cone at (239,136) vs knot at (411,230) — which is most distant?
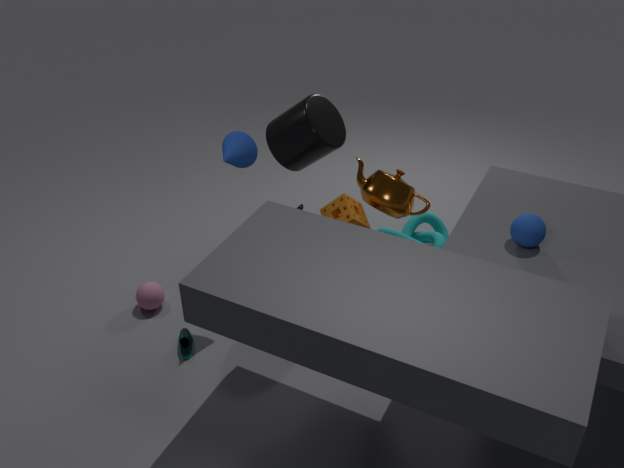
knot at (411,230)
